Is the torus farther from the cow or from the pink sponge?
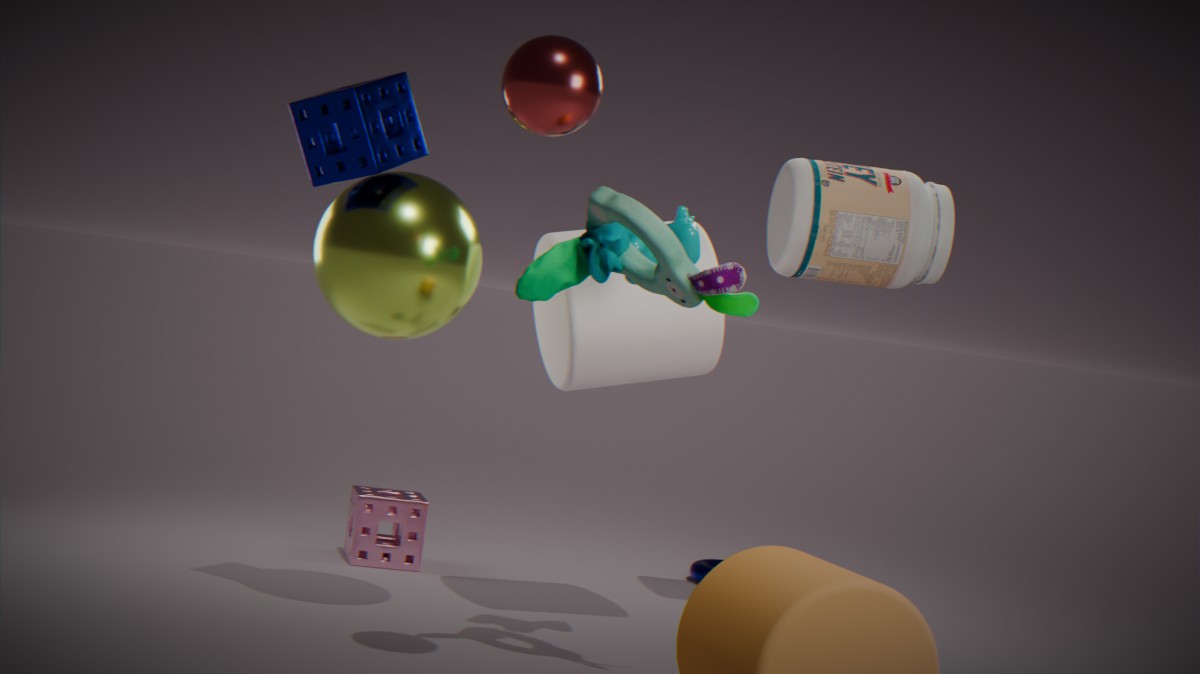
the cow
